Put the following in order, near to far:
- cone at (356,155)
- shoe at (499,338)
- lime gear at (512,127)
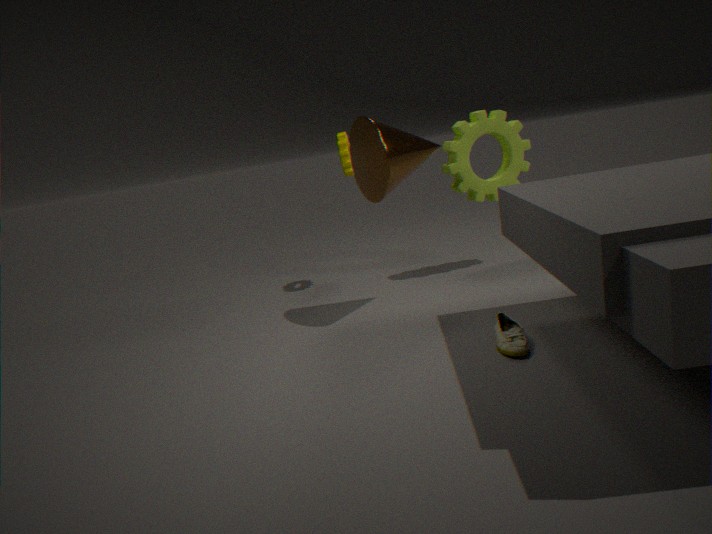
1. shoe at (499,338)
2. cone at (356,155)
3. lime gear at (512,127)
